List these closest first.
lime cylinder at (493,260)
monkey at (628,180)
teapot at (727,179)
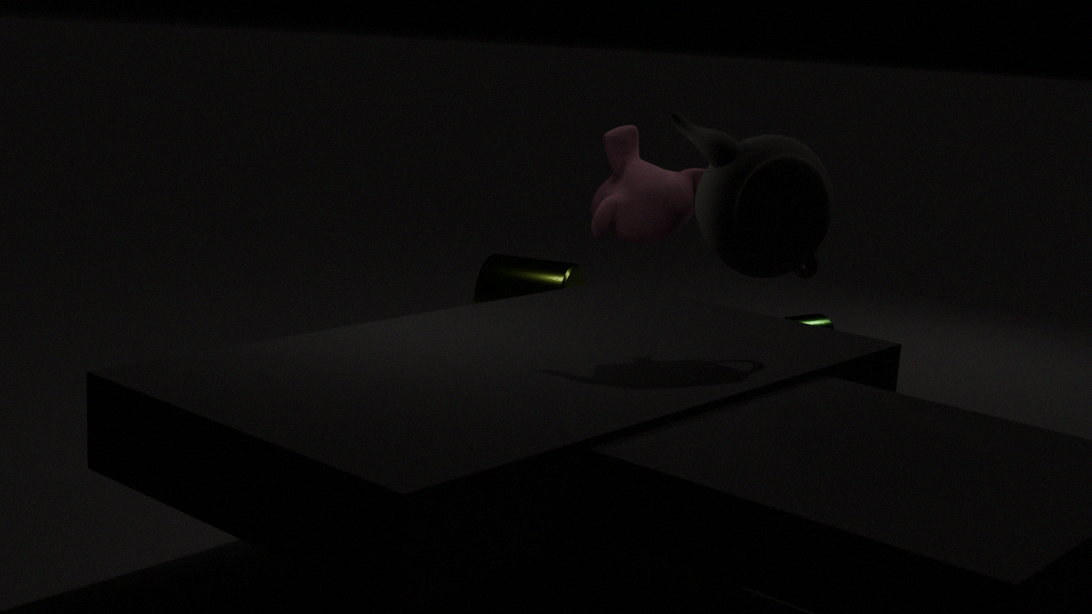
teapot at (727,179) → monkey at (628,180) → lime cylinder at (493,260)
